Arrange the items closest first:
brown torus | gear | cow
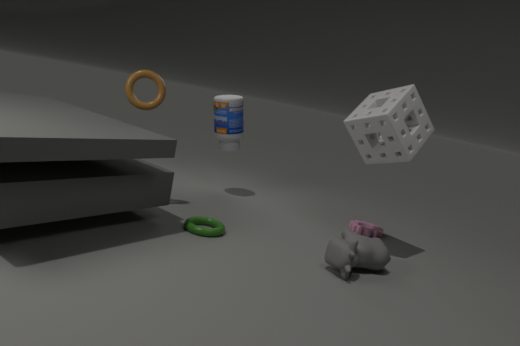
cow
brown torus
gear
